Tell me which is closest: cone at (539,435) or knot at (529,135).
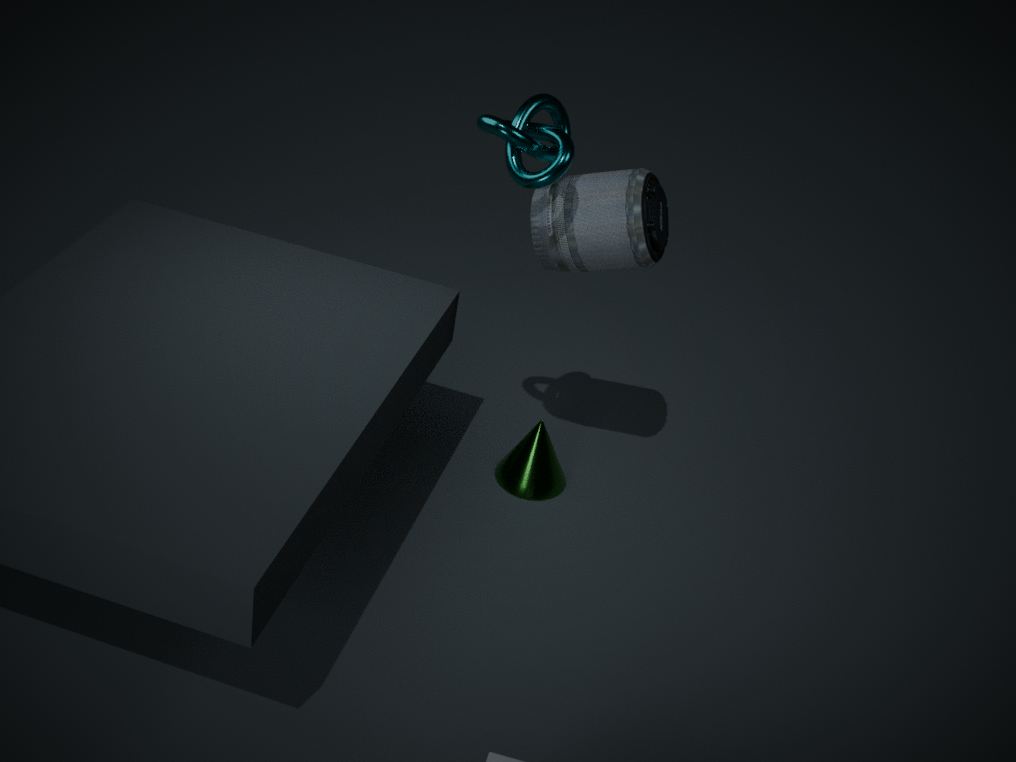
knot at (529,135)
